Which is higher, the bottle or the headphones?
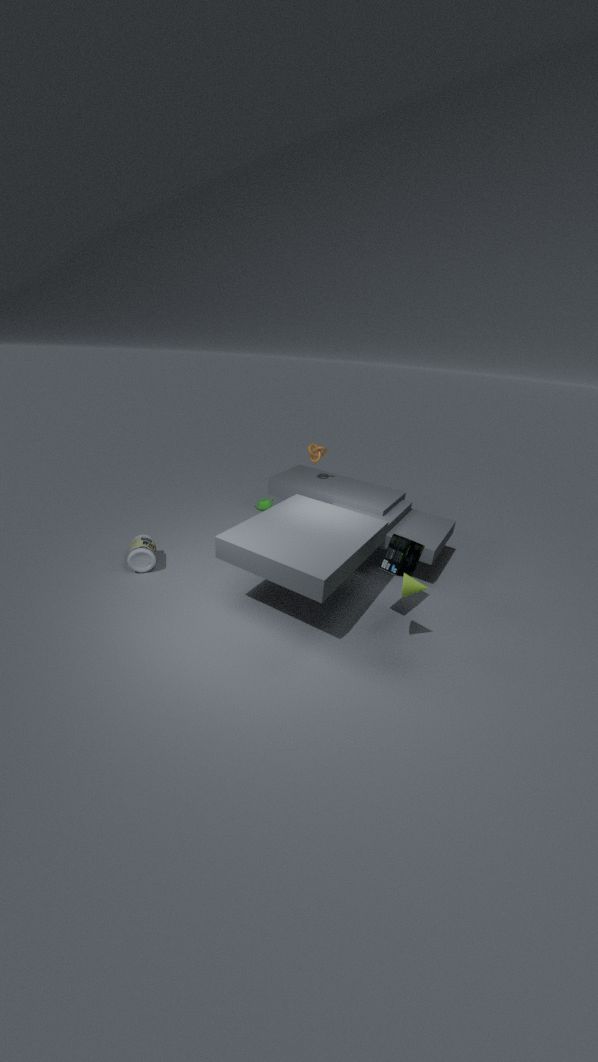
the headphones
